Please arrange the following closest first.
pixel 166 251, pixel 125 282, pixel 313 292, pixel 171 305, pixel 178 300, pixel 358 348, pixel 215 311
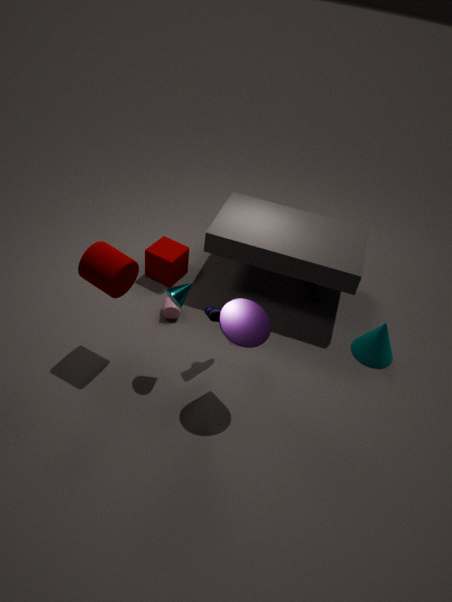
pixel 178 300 → pixel 125 282 → pixel 215 311 → pixel 171 305 → pixel 358 348 → pixel 166 251 → pixel 313 292
